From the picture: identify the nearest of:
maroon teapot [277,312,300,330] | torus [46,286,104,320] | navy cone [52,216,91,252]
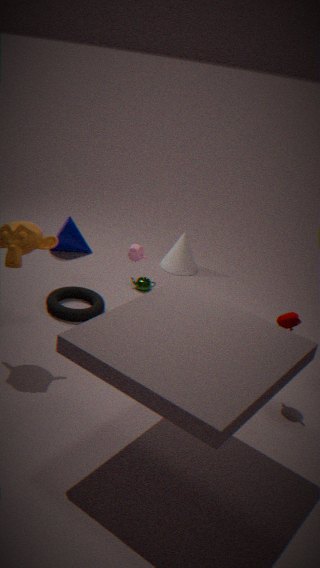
maroon teapot [277,312,300,330]
